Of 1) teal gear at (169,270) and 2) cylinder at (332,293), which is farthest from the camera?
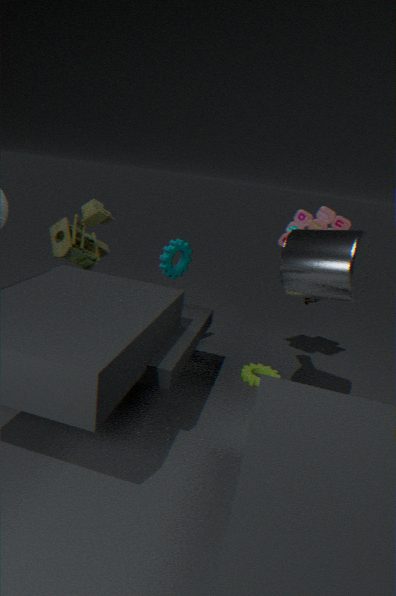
1. teal gear at (169,270)
